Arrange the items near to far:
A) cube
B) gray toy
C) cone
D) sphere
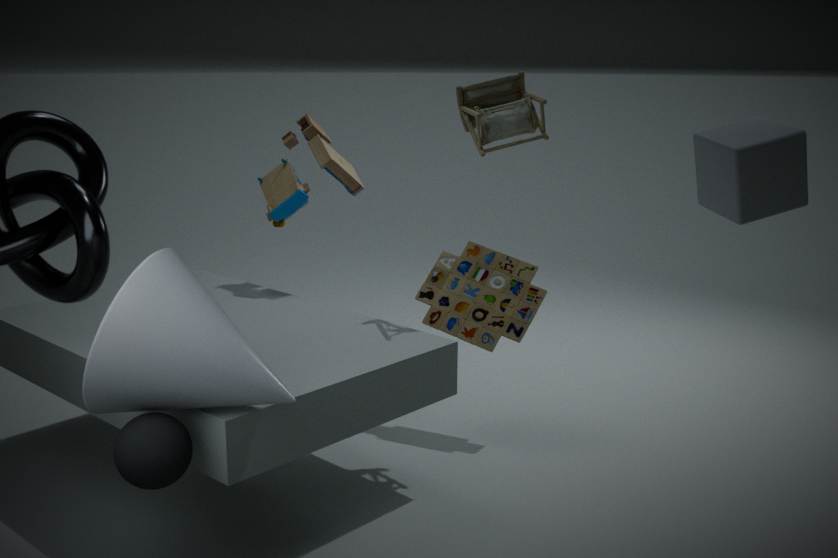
1. cube
2. cone
3. sphere
4. gray toy
